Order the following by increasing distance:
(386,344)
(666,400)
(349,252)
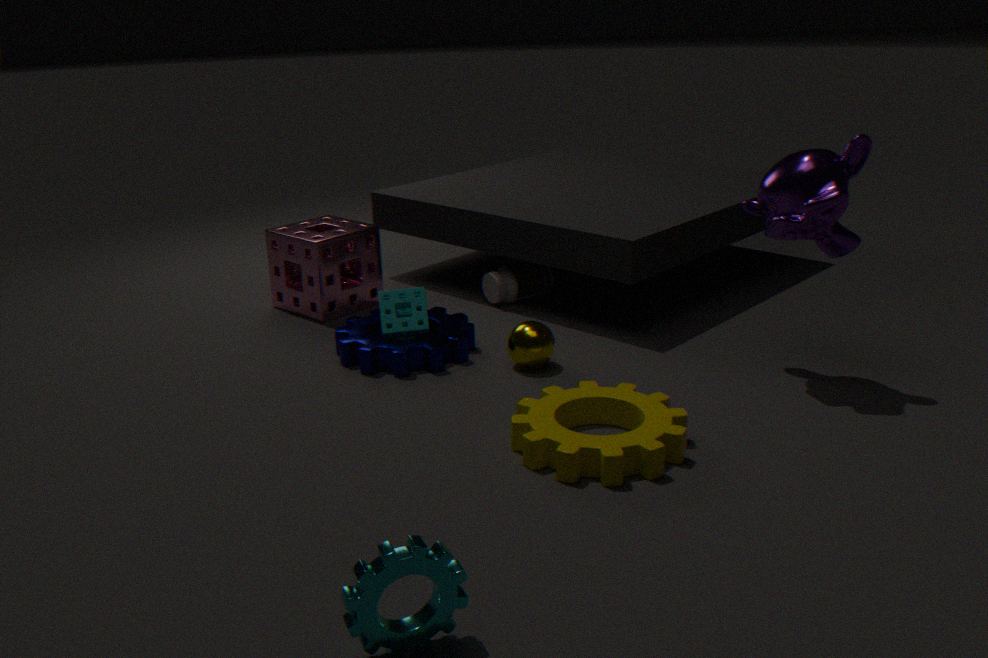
(666,400)
(386,344)
(349,252)
